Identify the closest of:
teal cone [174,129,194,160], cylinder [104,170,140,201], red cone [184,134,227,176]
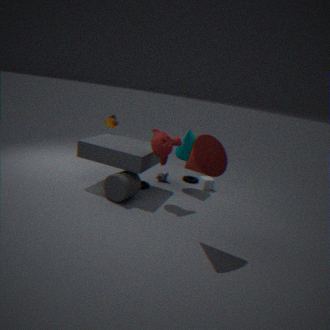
red cone [184,134,227,176]
